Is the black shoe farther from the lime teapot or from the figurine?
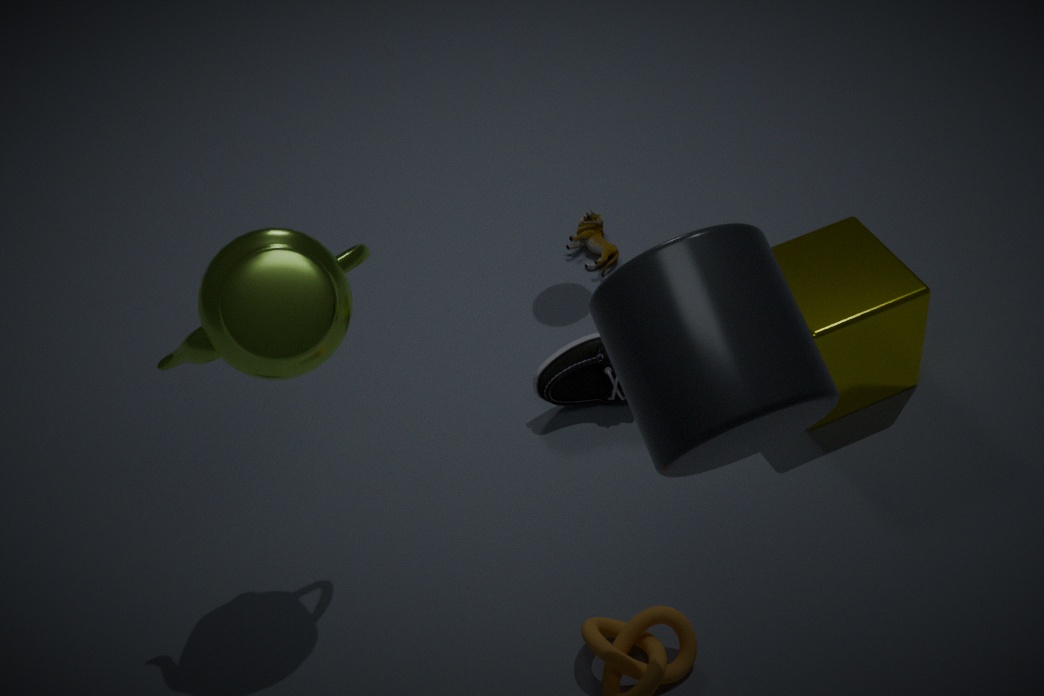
the lime teapot
